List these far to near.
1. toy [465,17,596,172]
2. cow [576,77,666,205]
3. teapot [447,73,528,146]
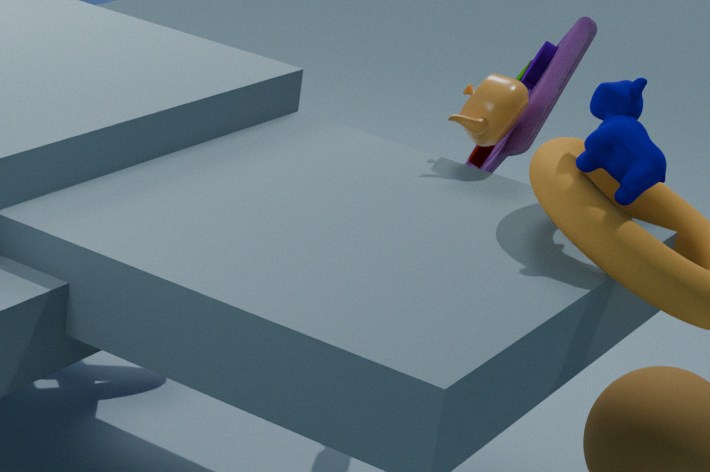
toy [465,17,596,172] < teapot [447,73,528,146] < cow [576,77,666,205]
